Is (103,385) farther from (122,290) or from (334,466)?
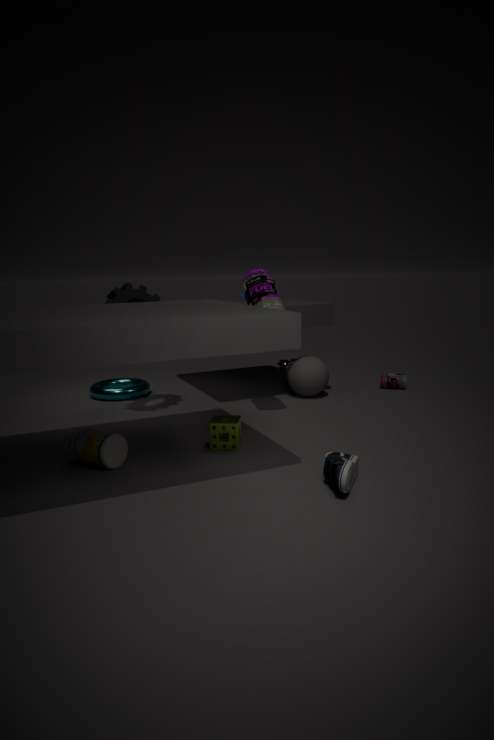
(334,466)
